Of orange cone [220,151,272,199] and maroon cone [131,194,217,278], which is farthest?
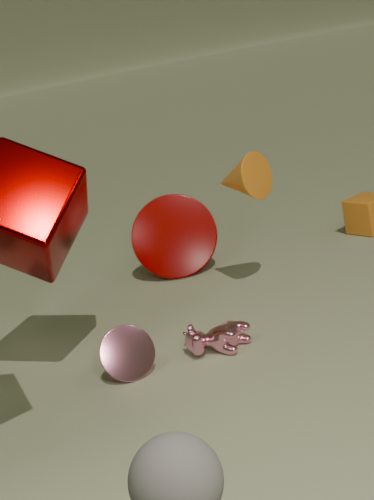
maroon cone [131,194,217,278]
